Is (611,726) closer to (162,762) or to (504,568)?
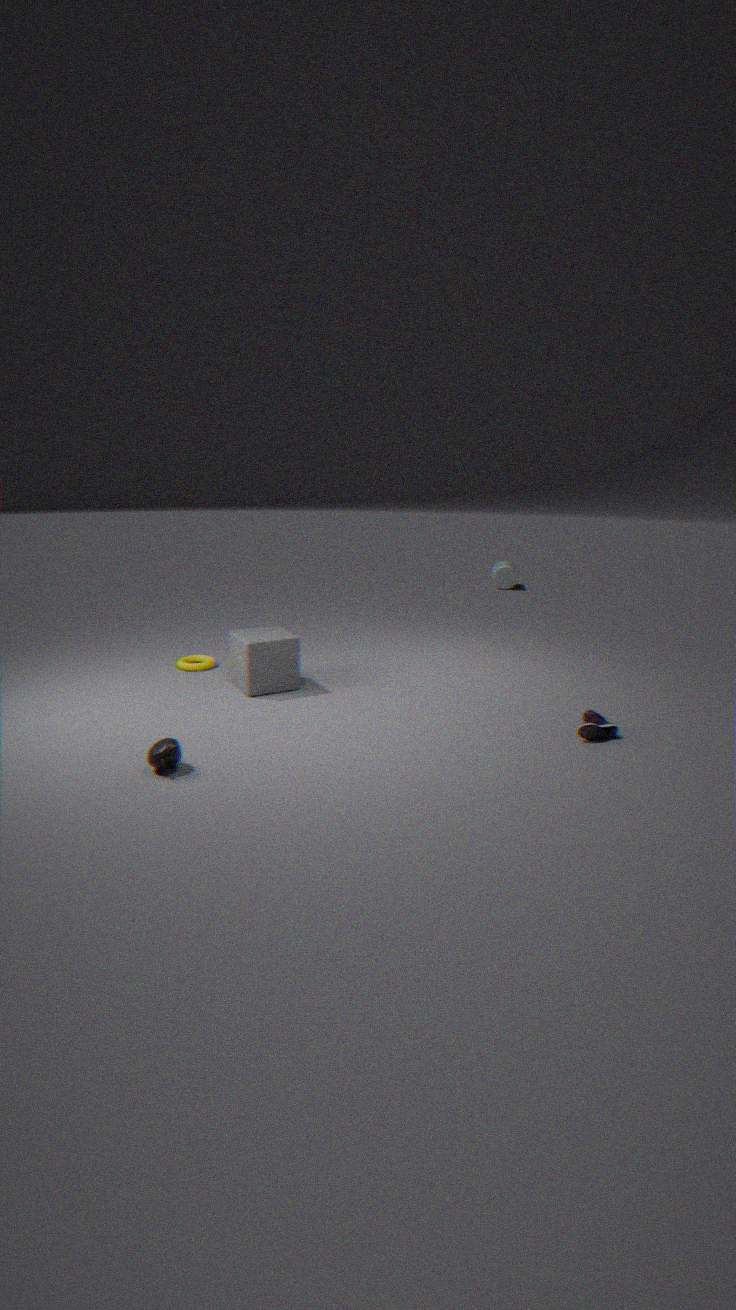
(162,762)
